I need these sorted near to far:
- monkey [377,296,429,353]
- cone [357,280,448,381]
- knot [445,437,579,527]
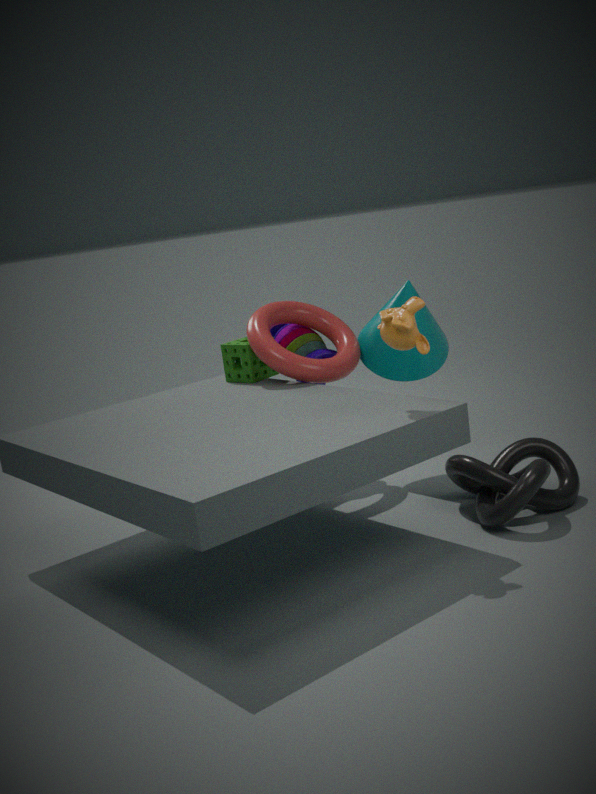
monkey [377,296,429,353], knot [445,437,579,527], cone [357,280,448,381]
